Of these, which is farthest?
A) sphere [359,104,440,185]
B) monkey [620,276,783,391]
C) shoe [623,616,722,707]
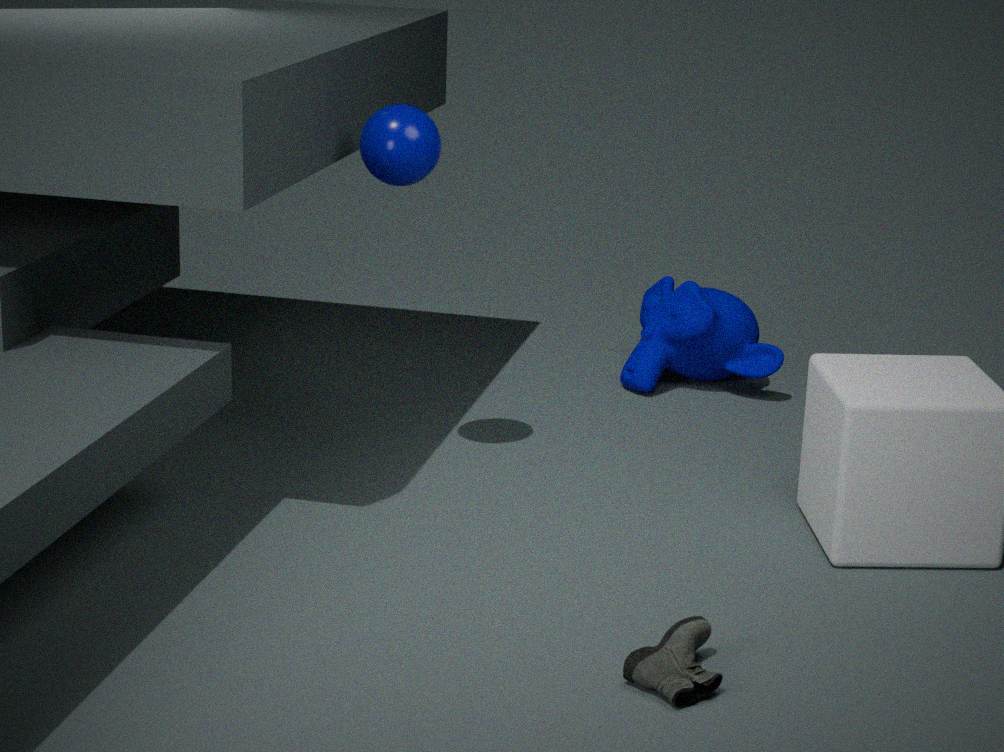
monkey [620,276,783,391]
